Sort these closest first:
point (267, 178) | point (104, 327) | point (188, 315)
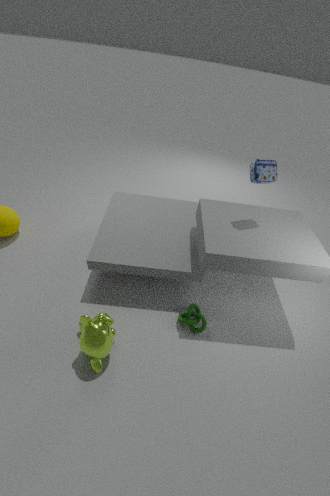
point (104, 327) → point (267, 178) → point (188, 315)
